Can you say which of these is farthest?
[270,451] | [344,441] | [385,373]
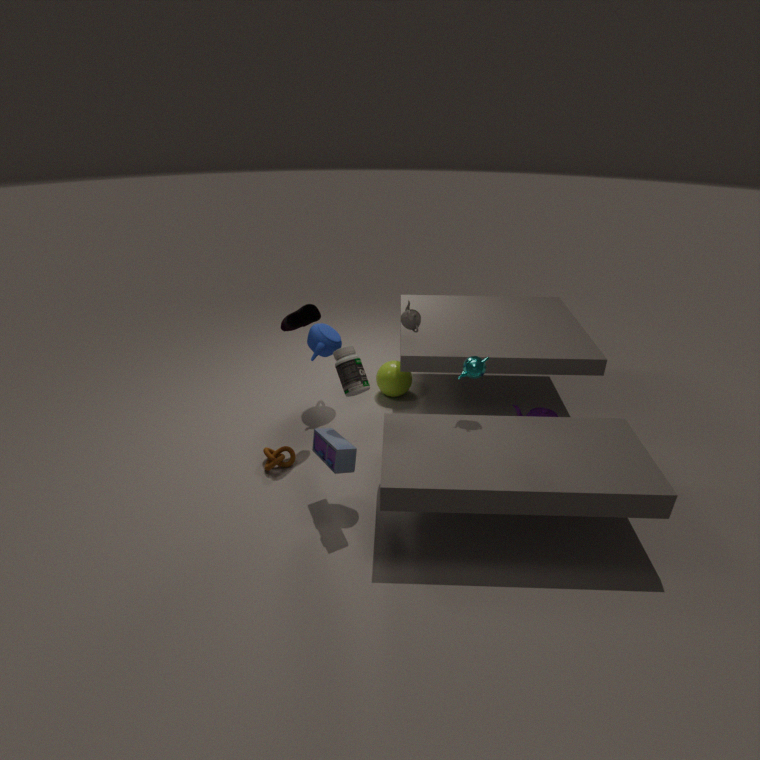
[385,373]
